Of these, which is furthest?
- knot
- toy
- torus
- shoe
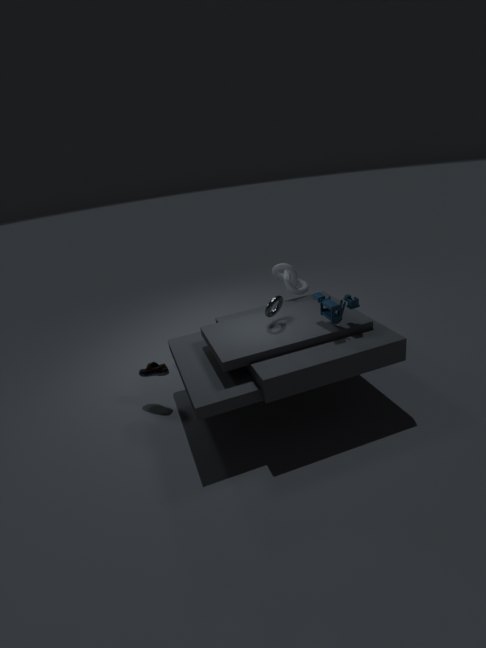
knot
